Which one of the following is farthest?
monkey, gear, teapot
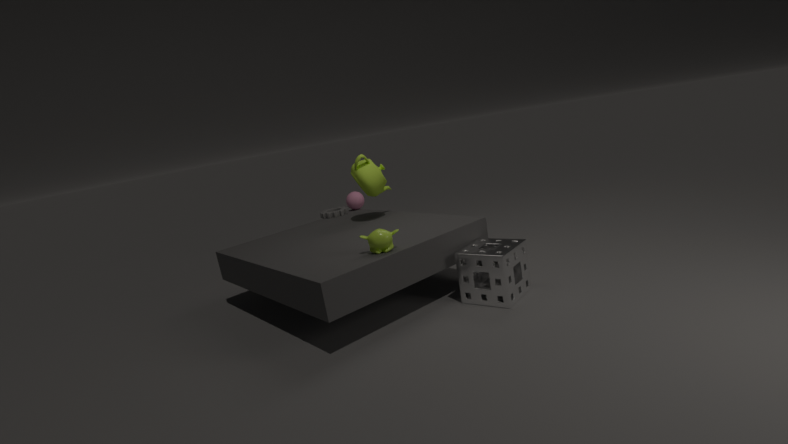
gear
